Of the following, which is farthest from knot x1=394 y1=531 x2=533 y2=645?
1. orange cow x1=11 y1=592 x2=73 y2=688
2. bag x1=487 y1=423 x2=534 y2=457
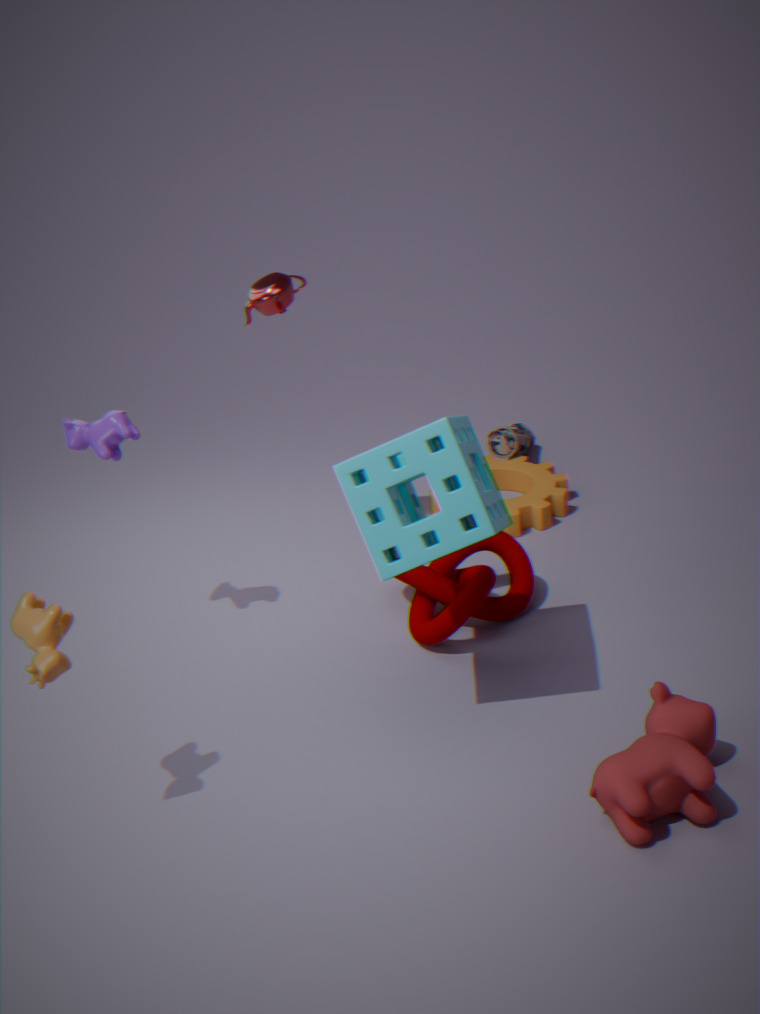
orange cow x1=11 y1=592 x2=73 y2=688
